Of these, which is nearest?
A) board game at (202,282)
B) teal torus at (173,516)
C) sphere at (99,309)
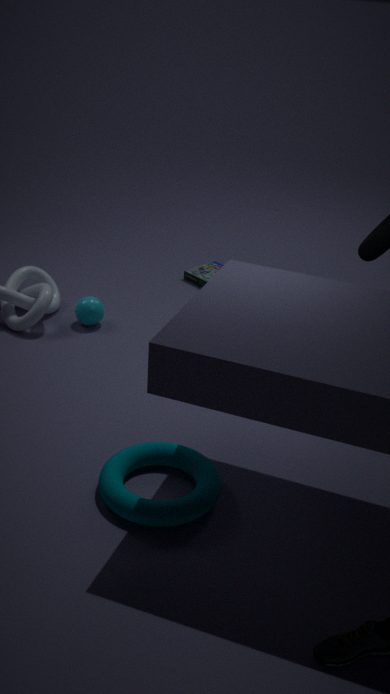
teal torus at (173,516)
